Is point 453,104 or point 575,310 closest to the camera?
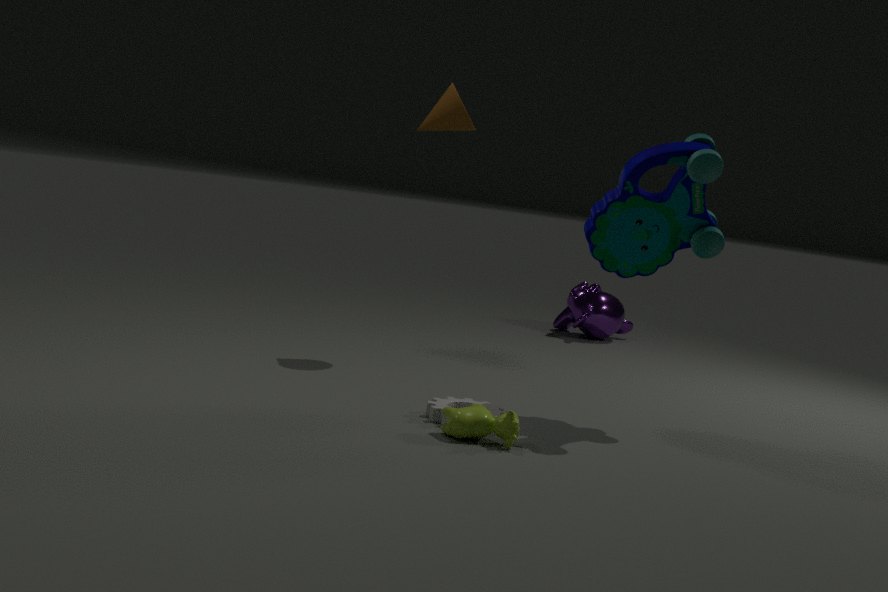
point 453,104
